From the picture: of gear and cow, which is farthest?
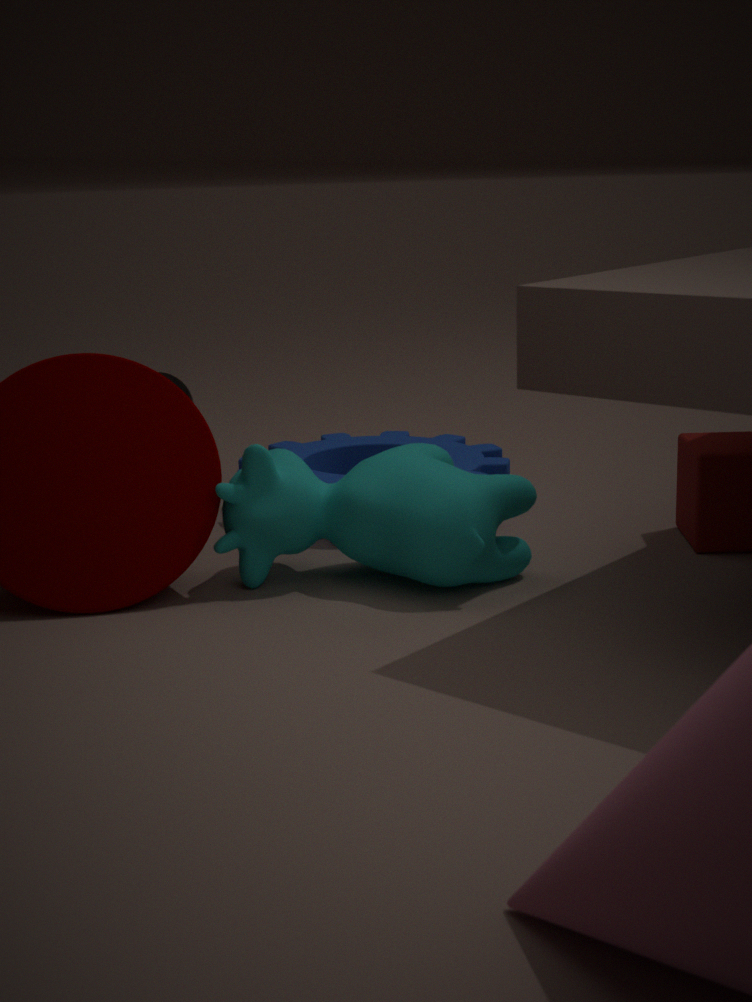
gear
